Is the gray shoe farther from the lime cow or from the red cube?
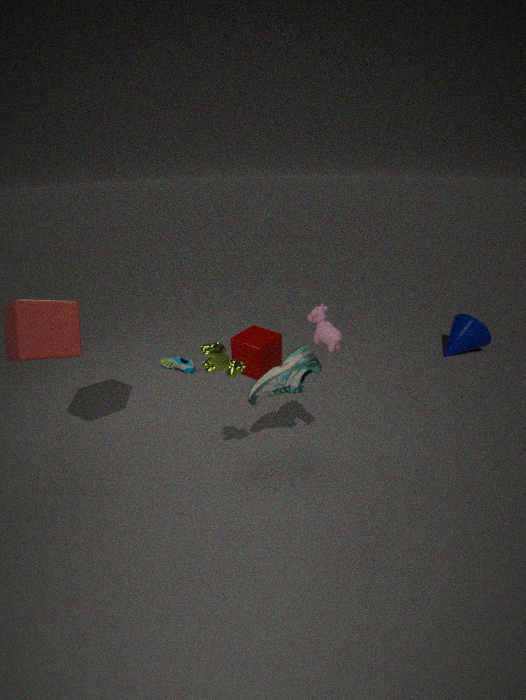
the red cube
